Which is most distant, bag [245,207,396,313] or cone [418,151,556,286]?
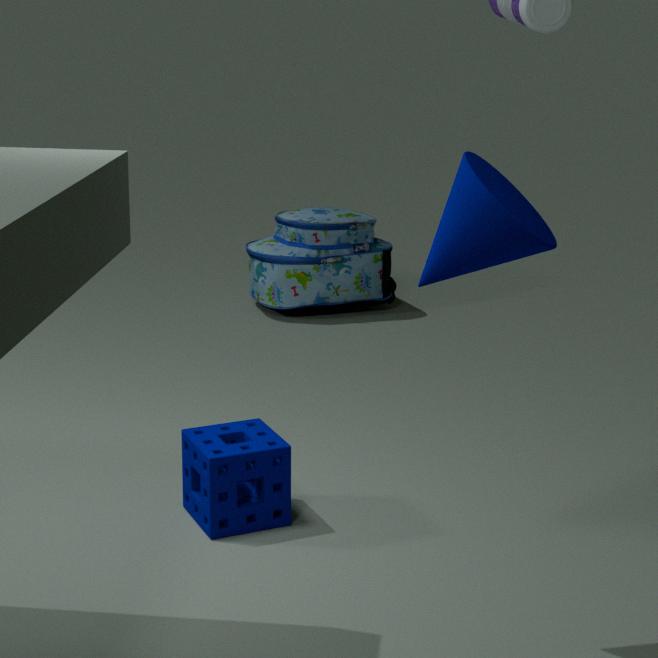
bag [245,207,396,313]
